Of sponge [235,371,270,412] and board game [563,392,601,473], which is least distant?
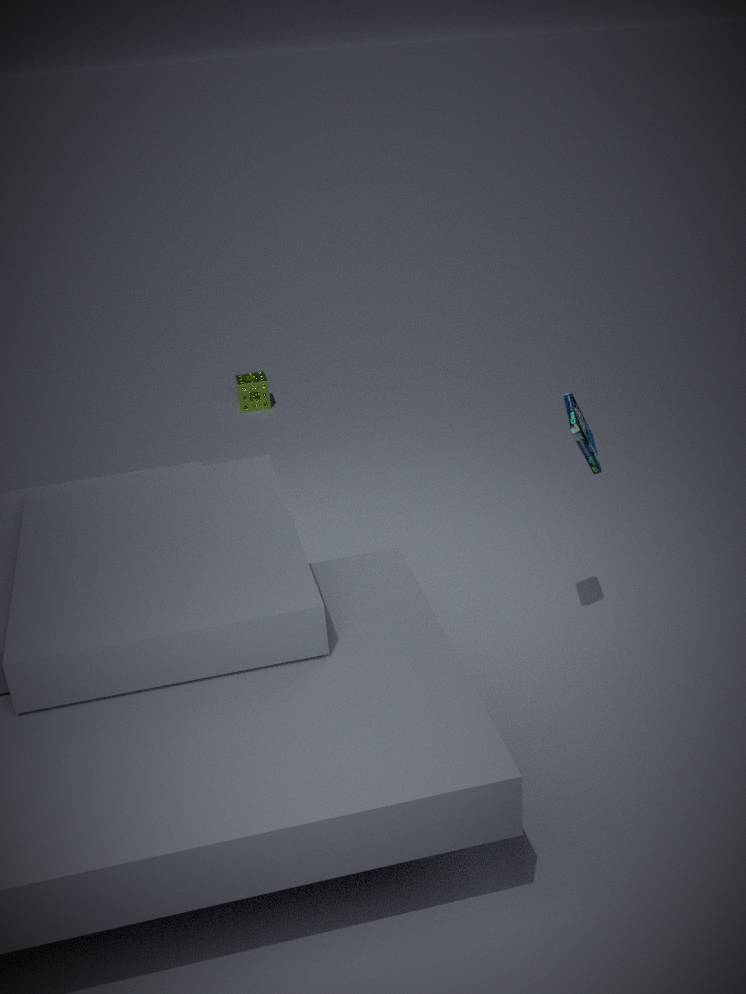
board game [563,392,601,473]
